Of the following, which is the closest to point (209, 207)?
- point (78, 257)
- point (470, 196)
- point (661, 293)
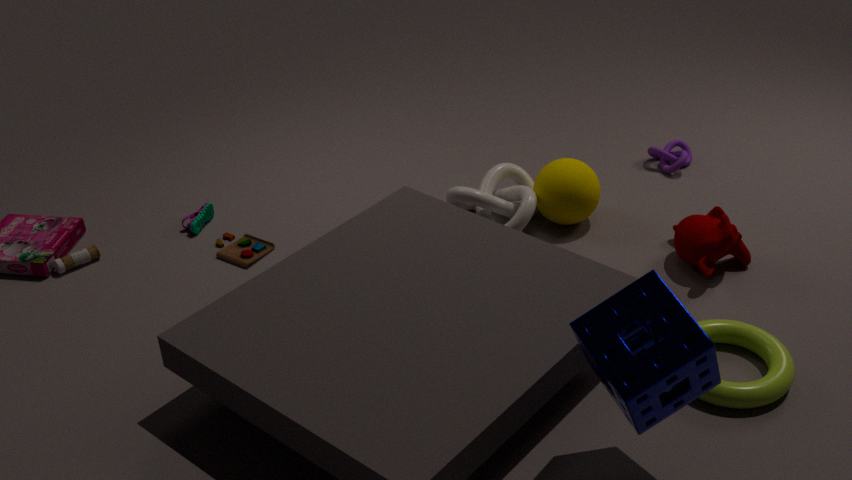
point (78, 257)
